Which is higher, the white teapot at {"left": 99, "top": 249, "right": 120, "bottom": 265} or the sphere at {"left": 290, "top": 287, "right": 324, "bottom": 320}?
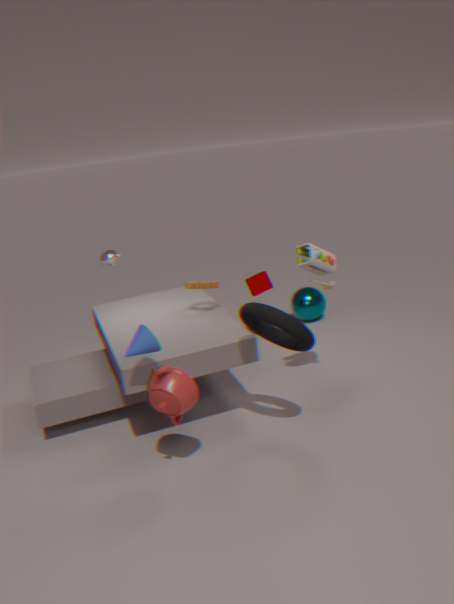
the white teapot at {"left": 99, "top": 249, "right": 120, "bottom": 265}
